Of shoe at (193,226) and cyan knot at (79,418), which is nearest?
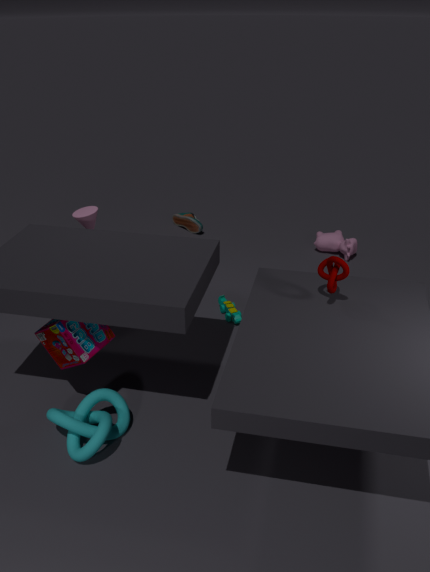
cyan knot at (79,418)
